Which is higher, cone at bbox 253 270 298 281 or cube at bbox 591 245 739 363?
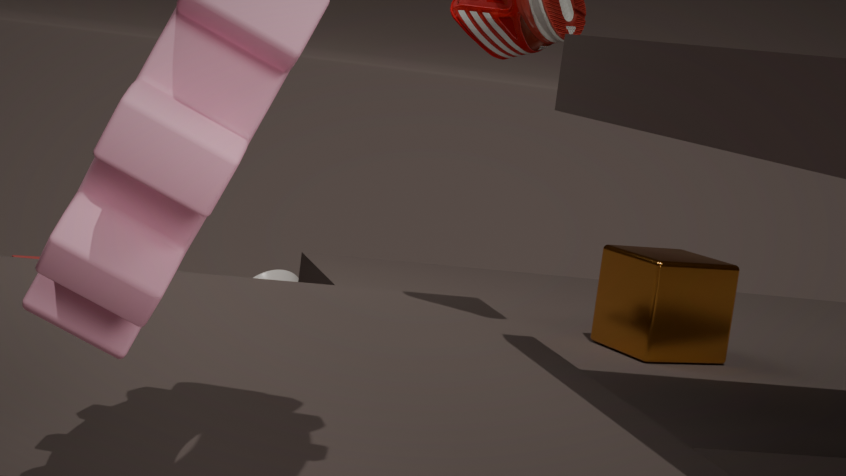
cube at bbox 591 245 739 363
